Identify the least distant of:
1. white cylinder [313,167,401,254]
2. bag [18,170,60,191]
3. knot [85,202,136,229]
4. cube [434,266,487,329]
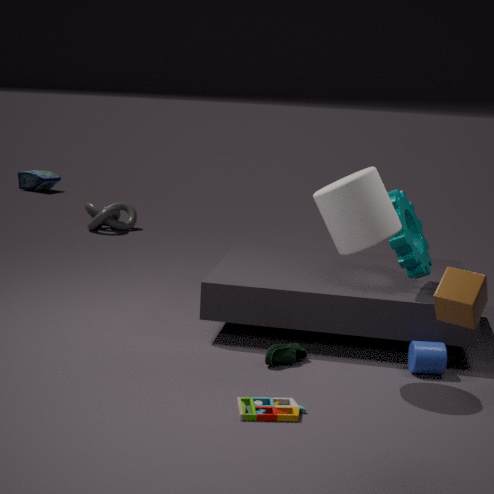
cube [434,266,487,329]
